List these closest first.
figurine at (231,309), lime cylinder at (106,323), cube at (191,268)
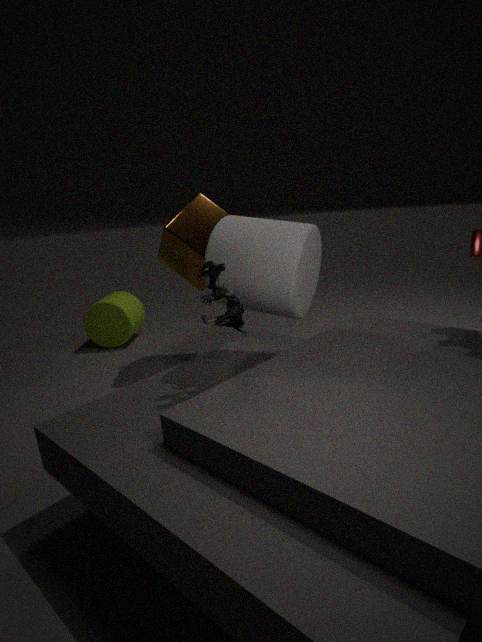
figurine at (231,309), cube at (191,268), lime cylinder at (106,323)
